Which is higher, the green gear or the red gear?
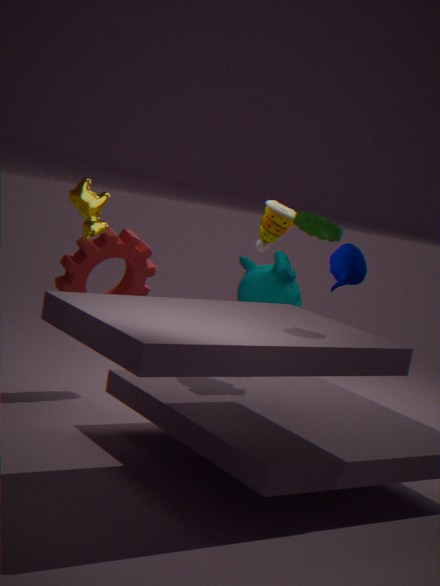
the green gear
